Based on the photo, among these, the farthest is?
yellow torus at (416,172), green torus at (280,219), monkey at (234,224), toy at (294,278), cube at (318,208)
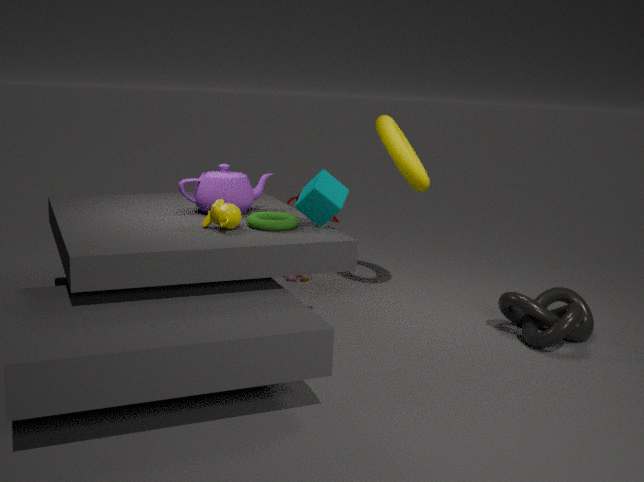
toy at (294,278)
